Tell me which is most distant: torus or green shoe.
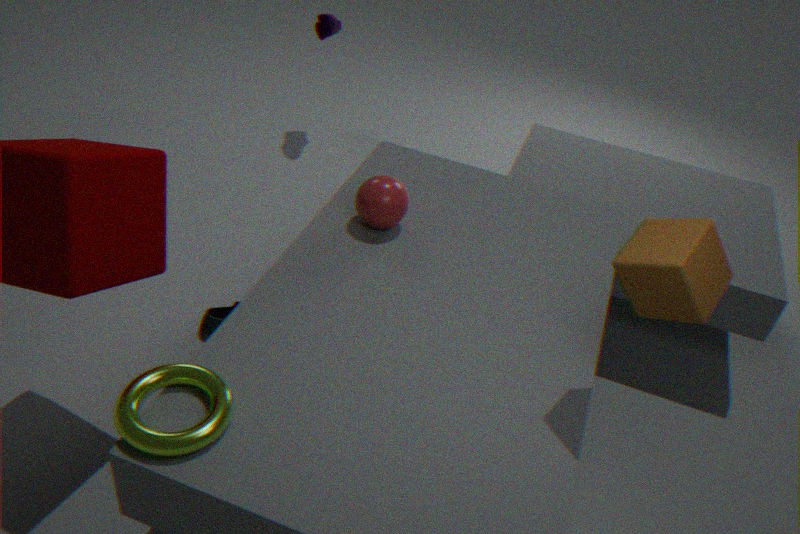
green shoe
